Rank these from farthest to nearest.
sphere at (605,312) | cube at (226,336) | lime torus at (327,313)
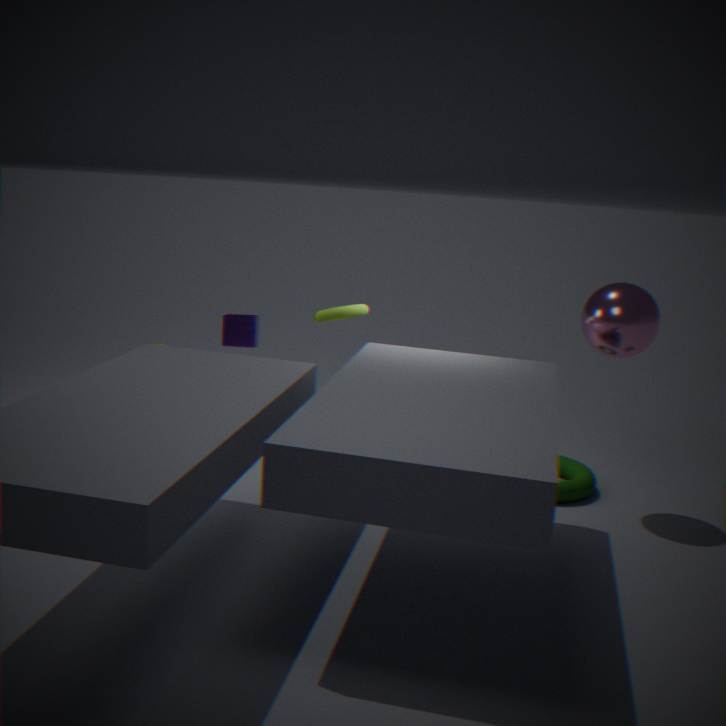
1. cube at (226,336)
2. lime torus at (327,313)
3. sphere at (605,312)
